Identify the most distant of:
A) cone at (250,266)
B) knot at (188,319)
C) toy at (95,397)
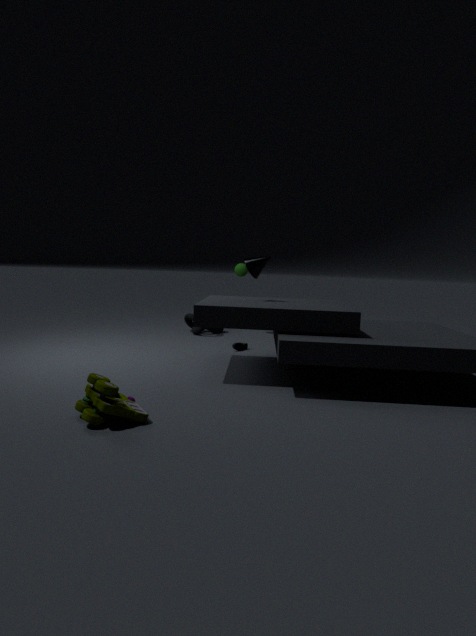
knot at (188,319)
